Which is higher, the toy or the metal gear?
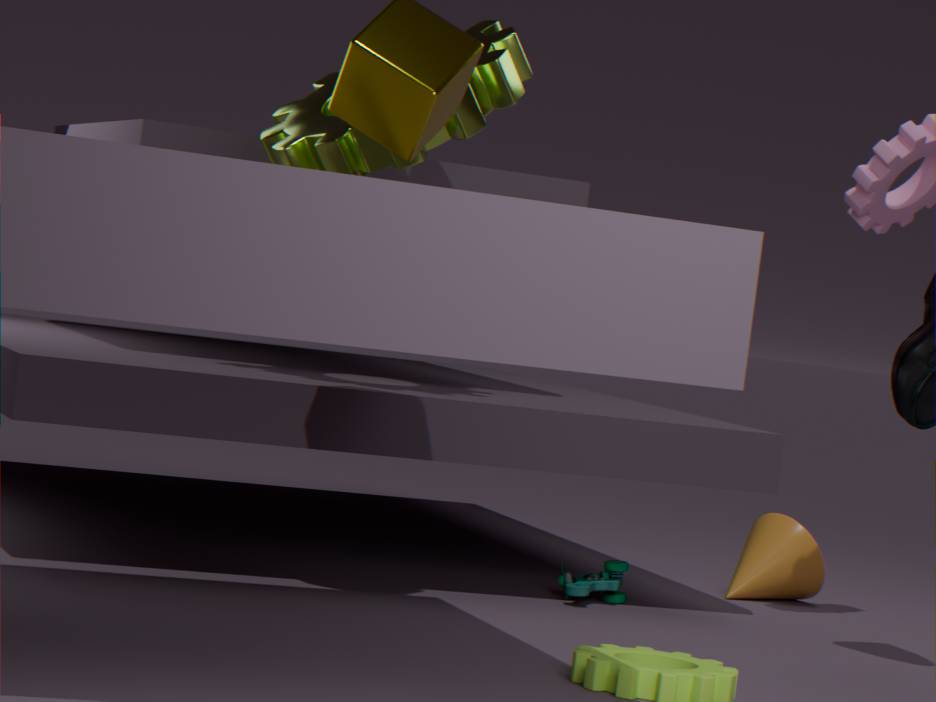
the metal gear
